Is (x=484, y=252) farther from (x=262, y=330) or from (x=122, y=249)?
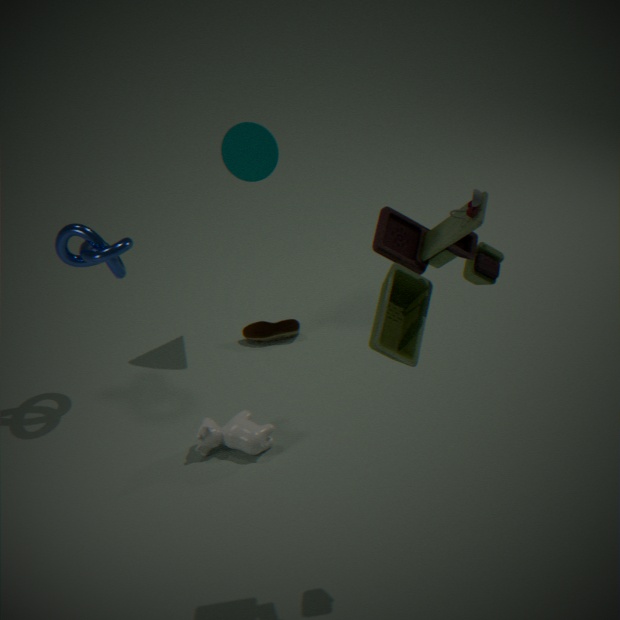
(x=262, y=330)
